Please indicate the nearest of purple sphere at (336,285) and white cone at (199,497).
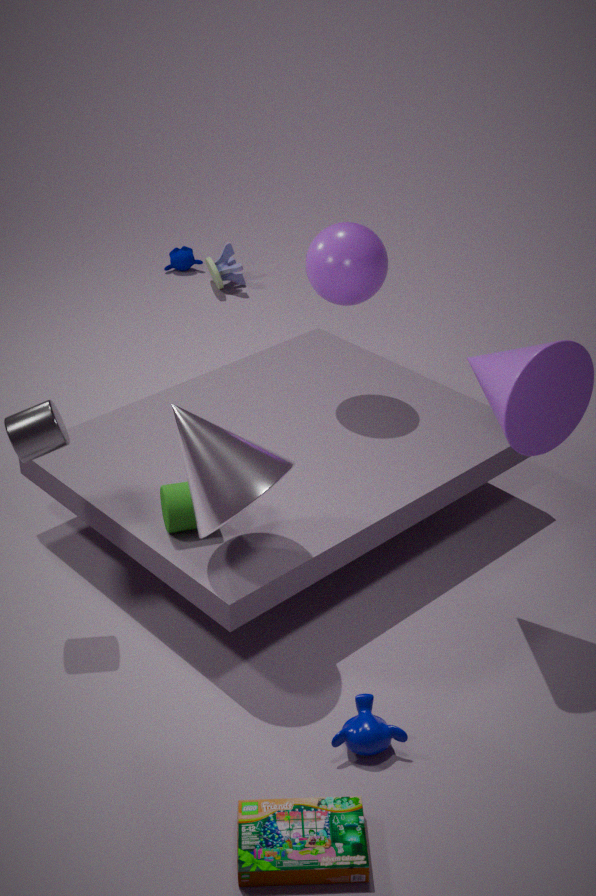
white cone at (199,497)
